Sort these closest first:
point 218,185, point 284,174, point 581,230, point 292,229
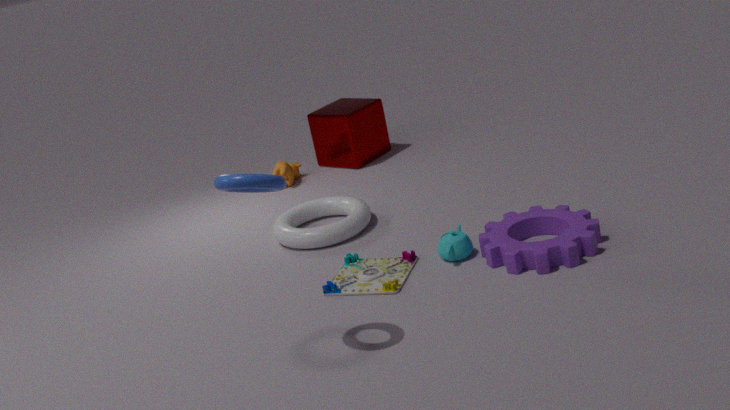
point 218,185 < point 581,230 < point 292,229 < point 284,174
